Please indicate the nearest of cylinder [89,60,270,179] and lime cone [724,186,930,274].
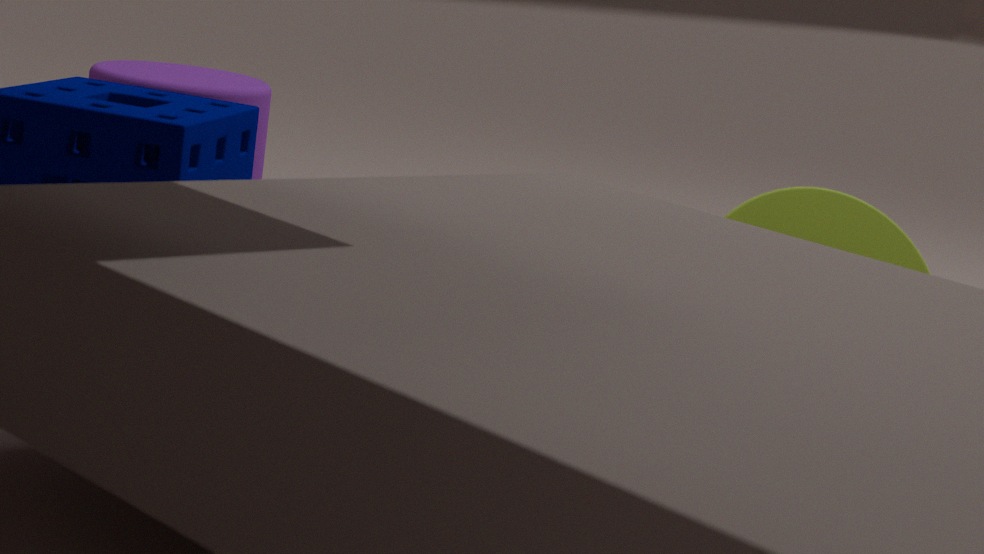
lime cone [724,186,930,274]
